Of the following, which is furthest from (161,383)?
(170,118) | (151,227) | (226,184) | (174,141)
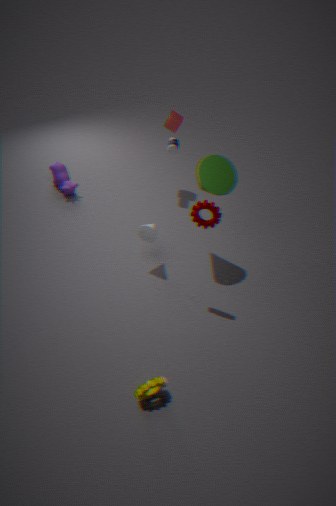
(170,118)
